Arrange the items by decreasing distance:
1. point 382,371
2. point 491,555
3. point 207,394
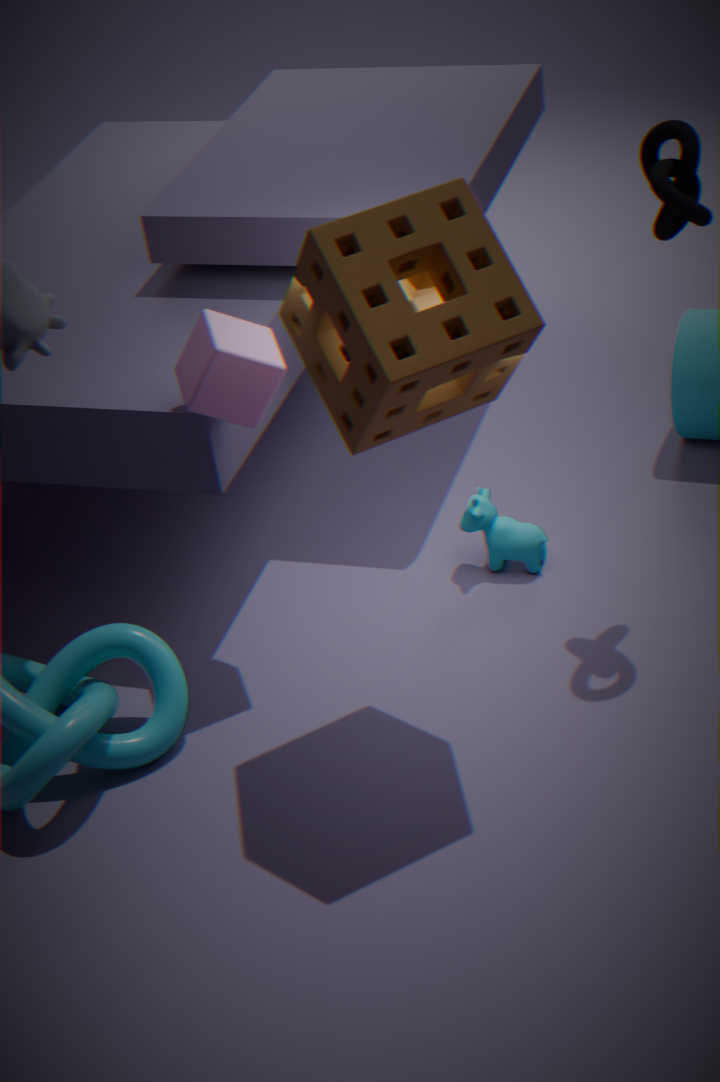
point 491,555 < point 207,394 < point 382,371
